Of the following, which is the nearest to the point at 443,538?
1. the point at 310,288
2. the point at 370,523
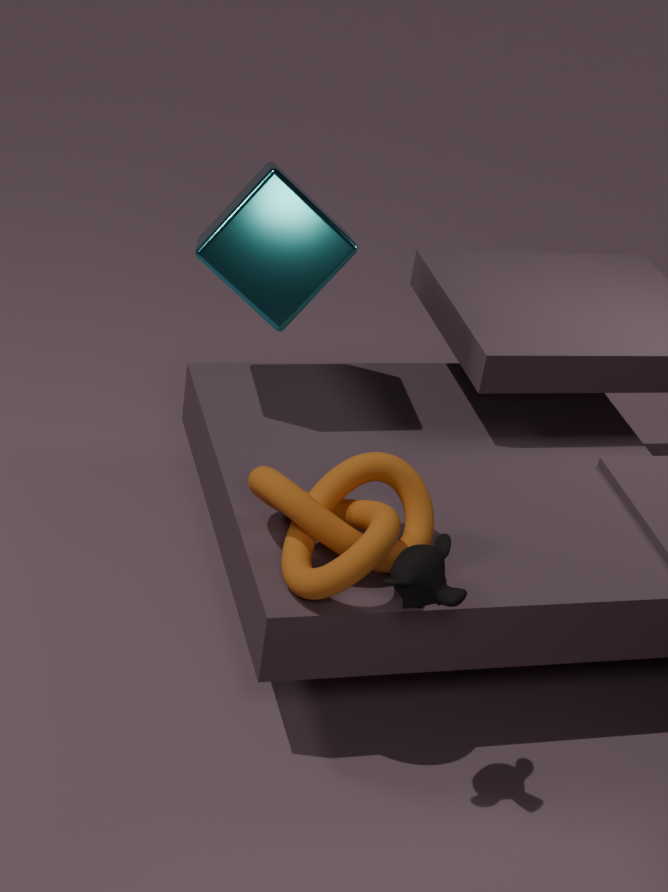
the point at 370,523
